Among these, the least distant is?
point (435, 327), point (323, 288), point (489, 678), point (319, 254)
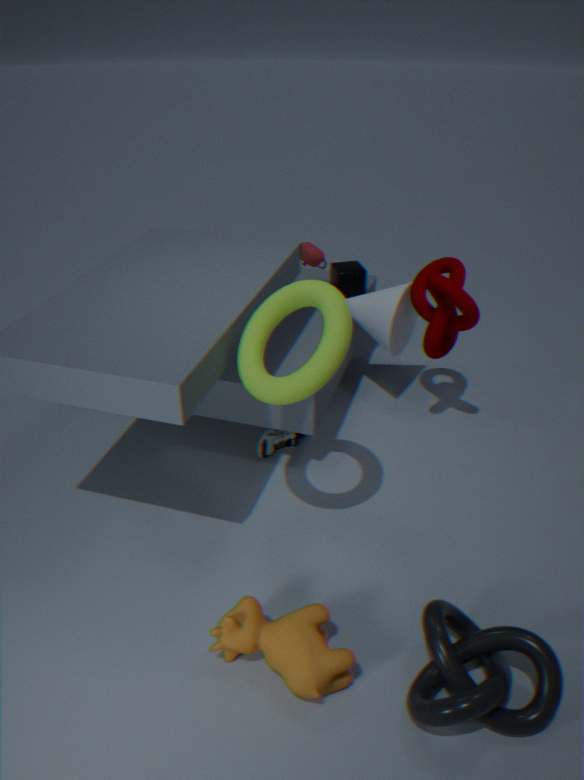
point (489, 678)
